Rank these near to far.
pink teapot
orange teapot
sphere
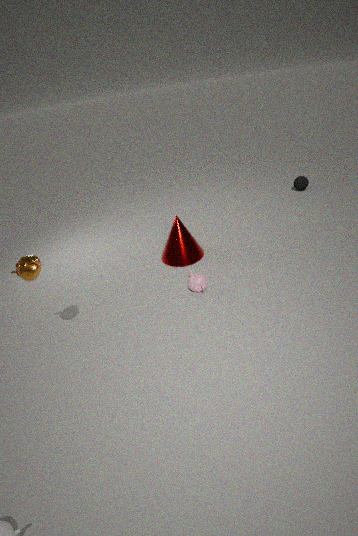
orange teapot, pink teapot, sphere
